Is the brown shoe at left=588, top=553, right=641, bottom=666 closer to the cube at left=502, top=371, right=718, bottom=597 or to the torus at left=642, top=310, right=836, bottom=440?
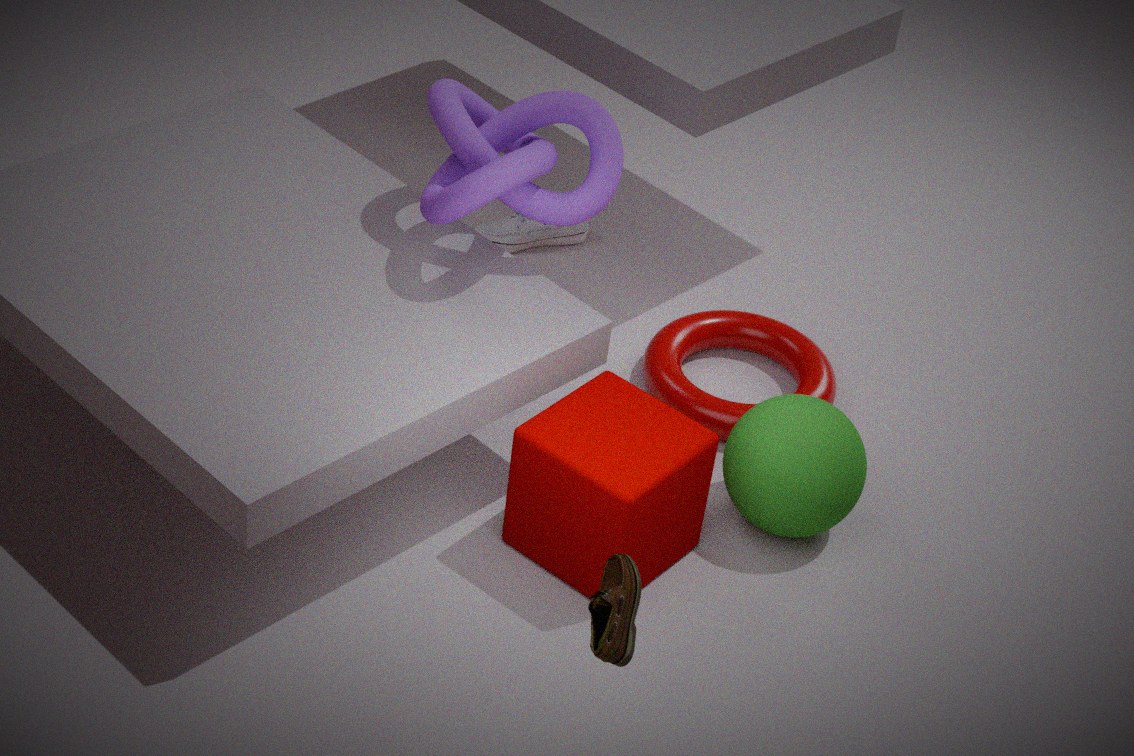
the cube at left=502, top=371, right=718, bottom=597
